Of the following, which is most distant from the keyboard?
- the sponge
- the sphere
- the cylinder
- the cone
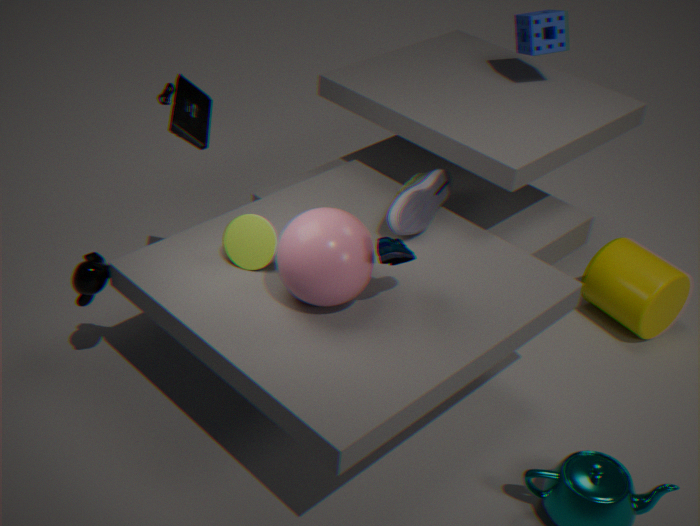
the cylinder
